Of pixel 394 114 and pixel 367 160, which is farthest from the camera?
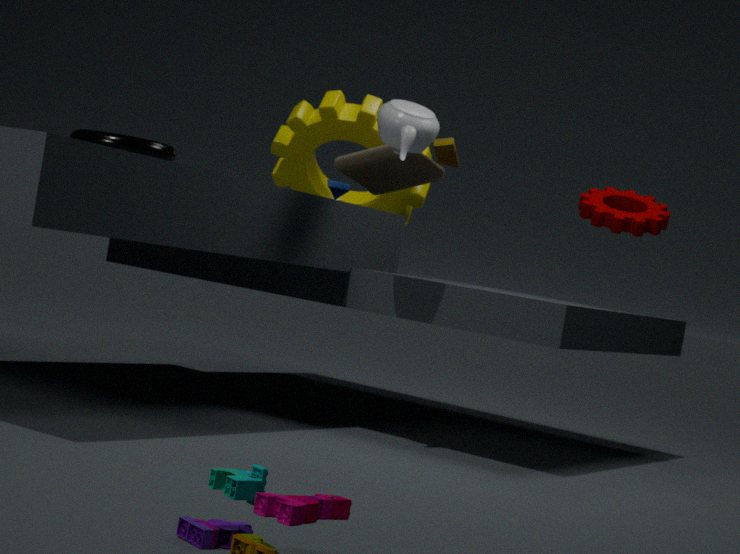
pixel 367 160
